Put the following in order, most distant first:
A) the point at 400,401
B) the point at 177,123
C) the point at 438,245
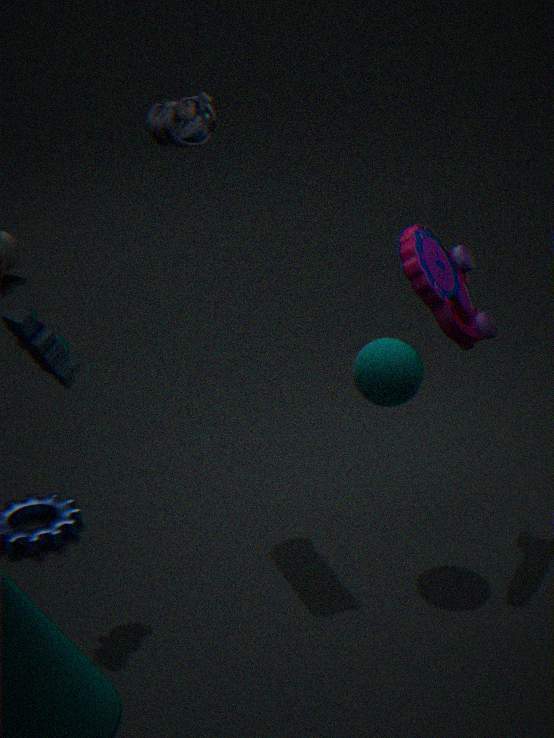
1. the point at 438,245
2. the point at 177,123
3. the point at 400,401
